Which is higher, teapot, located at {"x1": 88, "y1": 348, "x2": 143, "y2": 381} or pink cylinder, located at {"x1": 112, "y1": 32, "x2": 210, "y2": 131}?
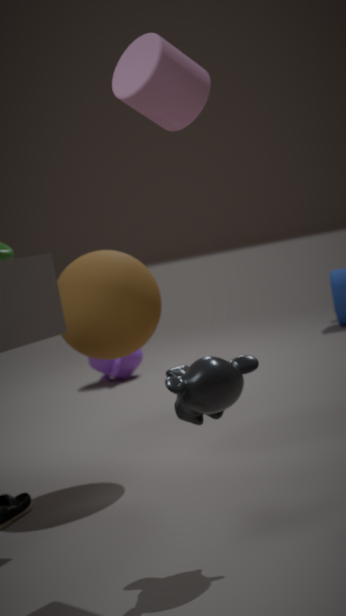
pink cylinder, located at {"x1": 112, "y1": 32, "x2": 210, "y2": 131}
